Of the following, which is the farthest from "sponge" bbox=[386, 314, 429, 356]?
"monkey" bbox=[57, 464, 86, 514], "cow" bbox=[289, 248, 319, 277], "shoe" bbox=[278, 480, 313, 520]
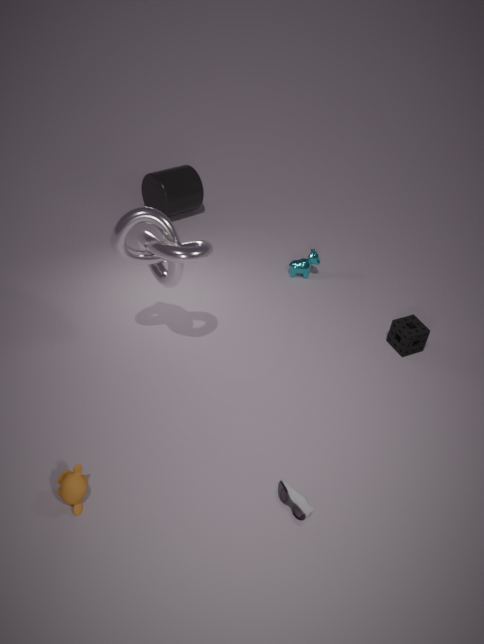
"monkey" bbox=[57, 464, 86, 514]
